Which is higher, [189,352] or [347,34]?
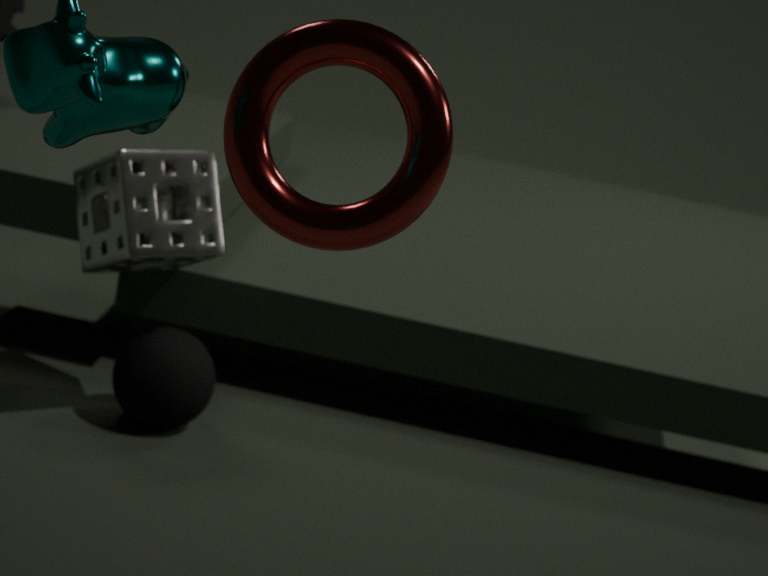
[347,34]
